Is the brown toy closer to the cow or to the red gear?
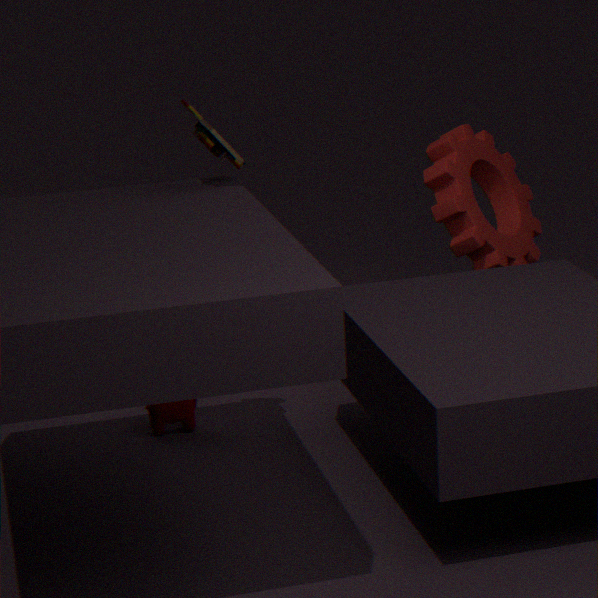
the cow
